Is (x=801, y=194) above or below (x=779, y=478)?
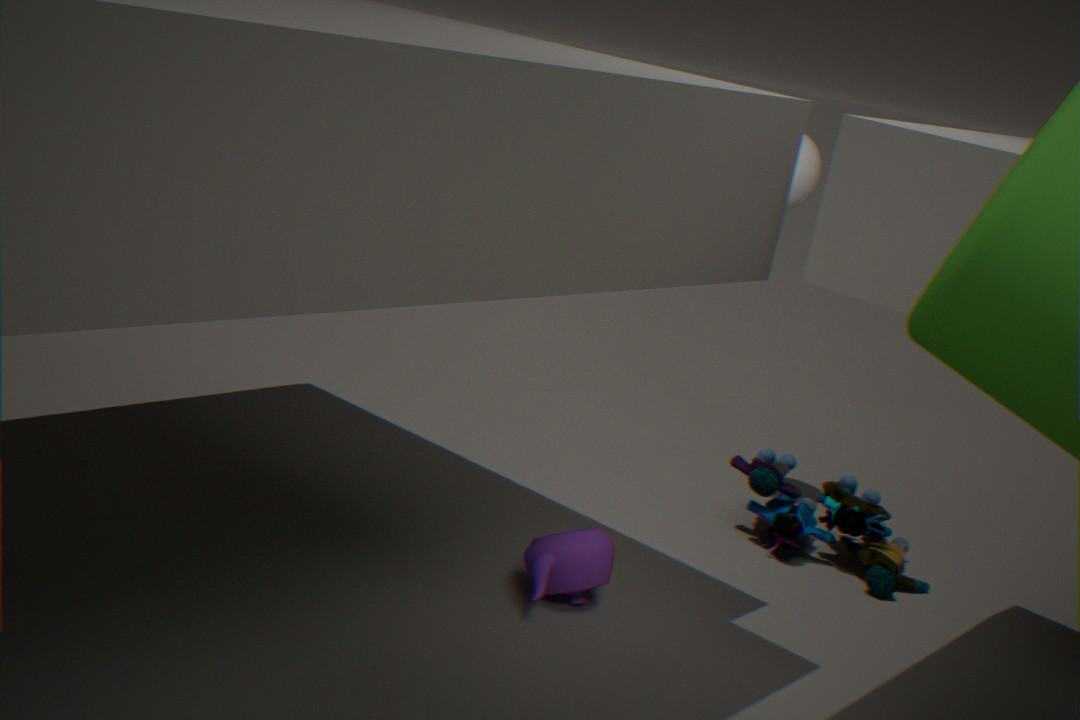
above
